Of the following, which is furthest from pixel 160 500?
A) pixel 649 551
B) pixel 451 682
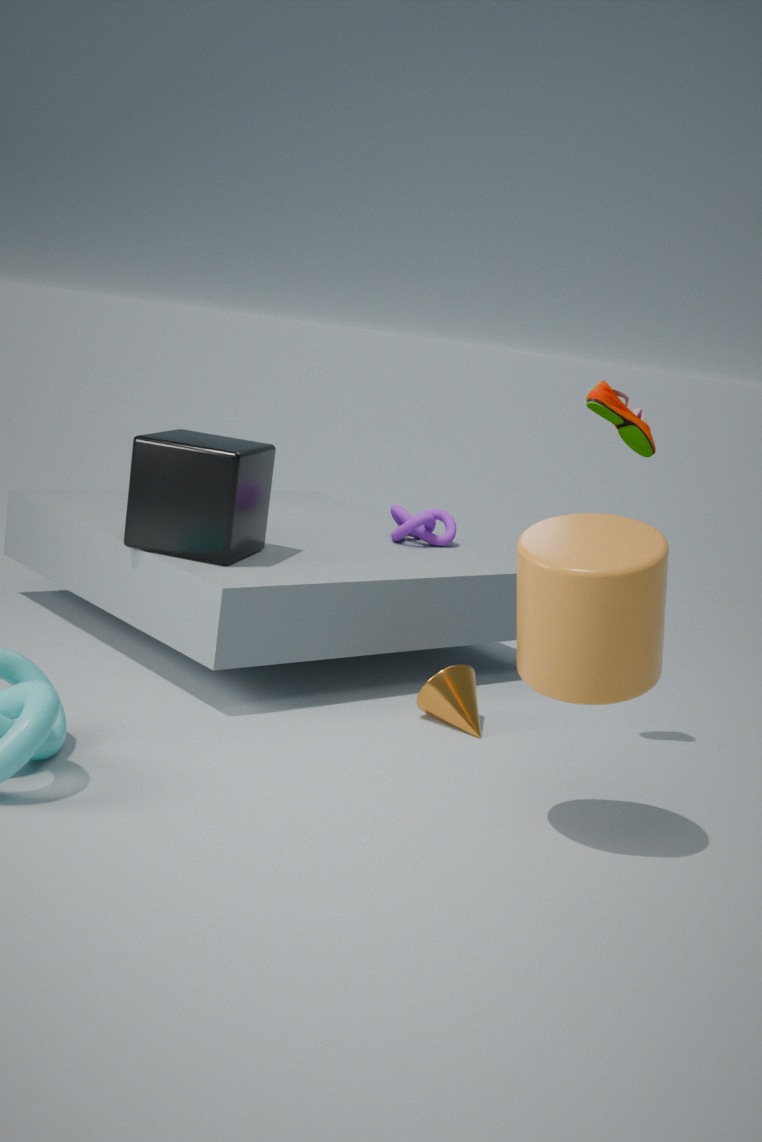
pixel 649 551
